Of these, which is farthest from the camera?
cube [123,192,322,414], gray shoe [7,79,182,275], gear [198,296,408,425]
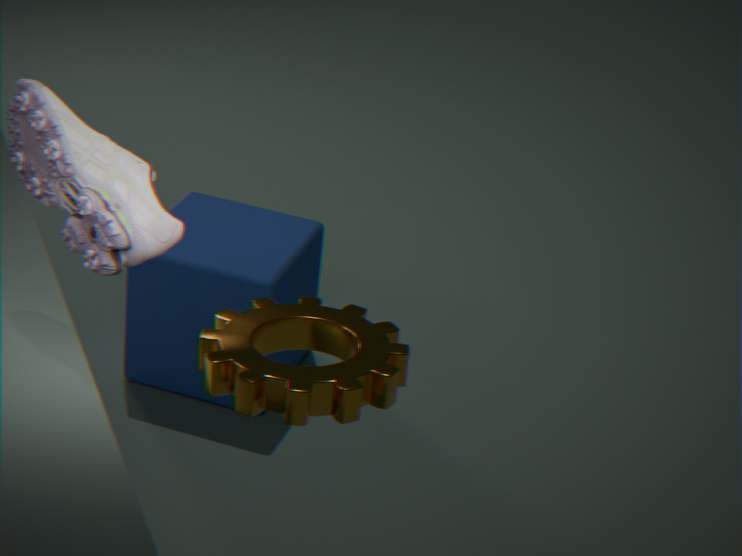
cube [123,192,322,414]
